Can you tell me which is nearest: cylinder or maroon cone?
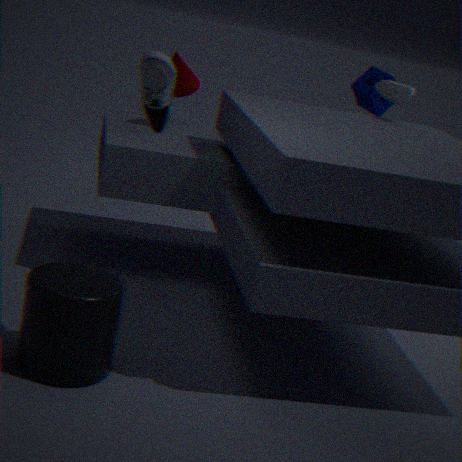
cylinder
